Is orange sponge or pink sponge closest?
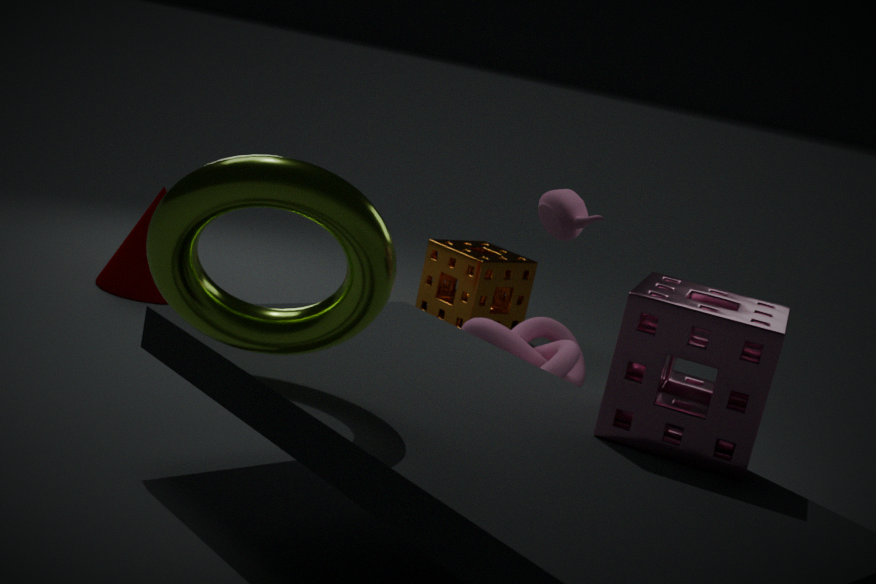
pink sponge
